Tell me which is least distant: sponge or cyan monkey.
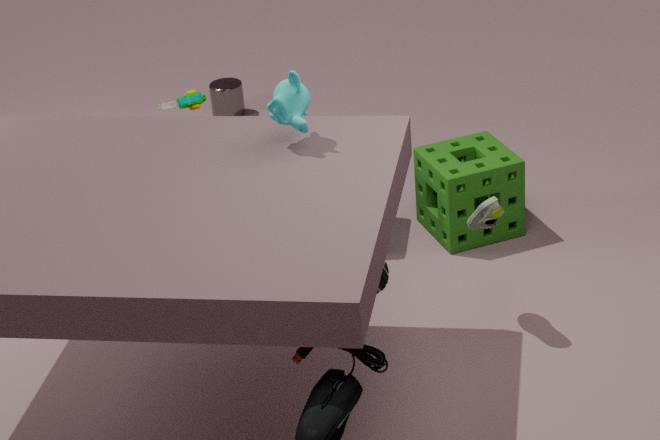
cyan monkey
